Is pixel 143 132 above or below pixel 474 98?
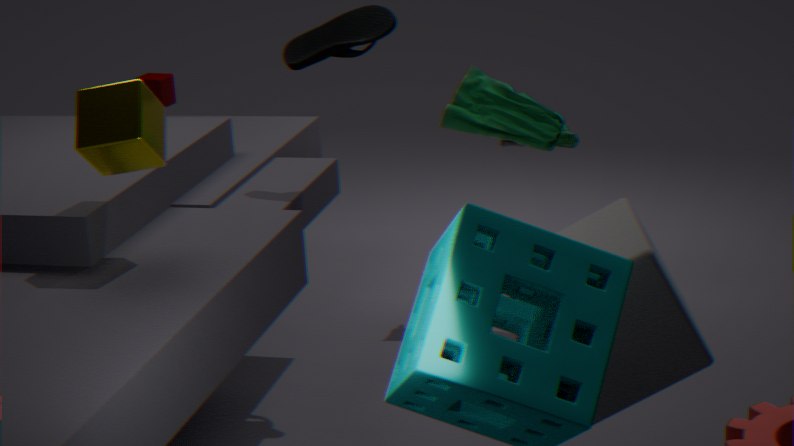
above
